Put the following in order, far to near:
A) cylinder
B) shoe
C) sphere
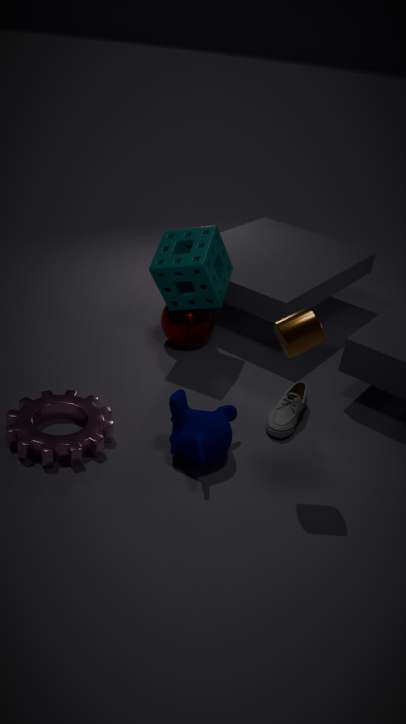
C. sphere → B. shoe → A. cylinder
